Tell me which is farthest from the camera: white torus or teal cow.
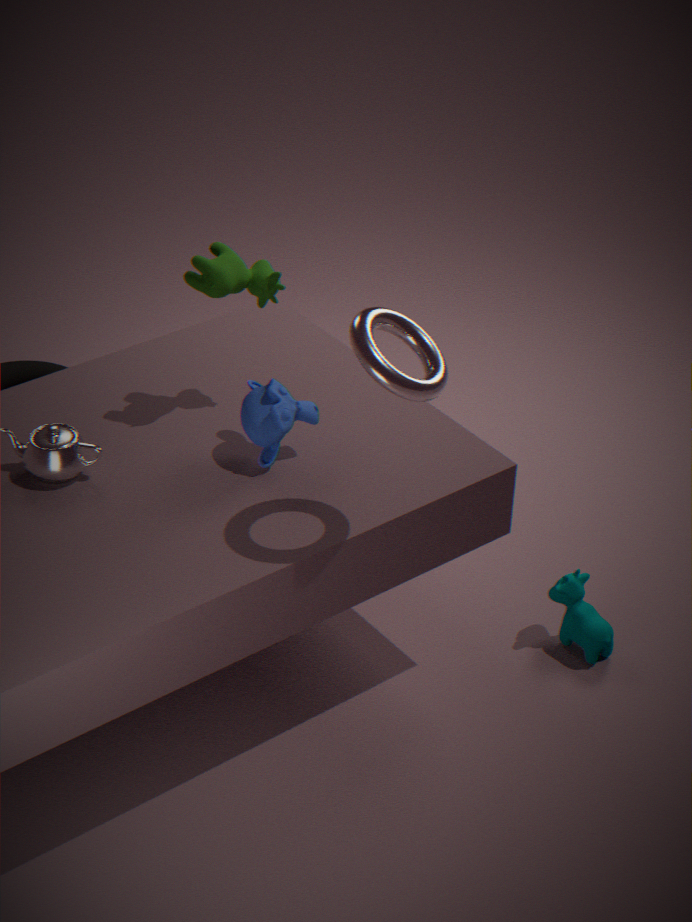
teal cow
